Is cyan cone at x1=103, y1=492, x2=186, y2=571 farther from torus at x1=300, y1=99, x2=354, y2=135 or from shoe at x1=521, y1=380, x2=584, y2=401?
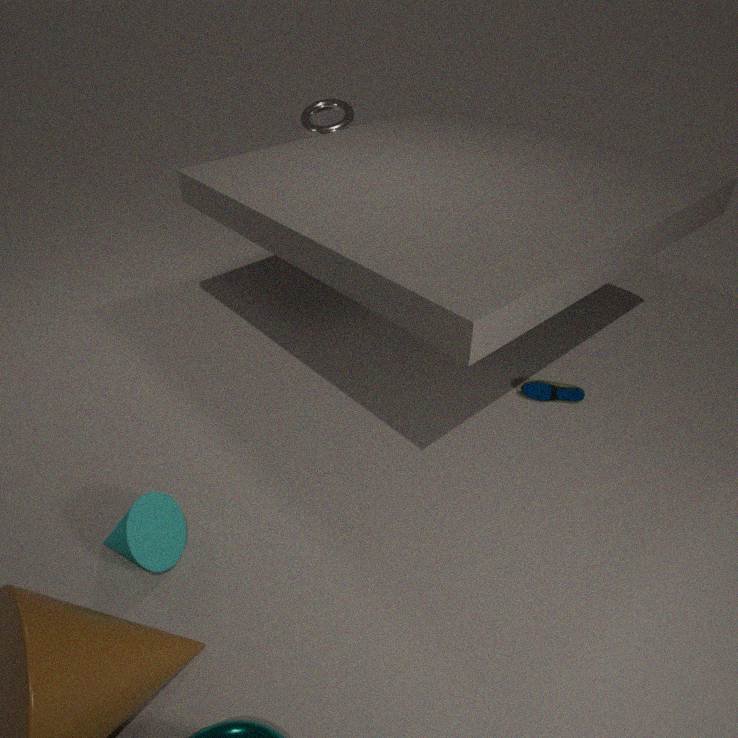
torus at x1=300, y1=99, x2=354, y2=135
